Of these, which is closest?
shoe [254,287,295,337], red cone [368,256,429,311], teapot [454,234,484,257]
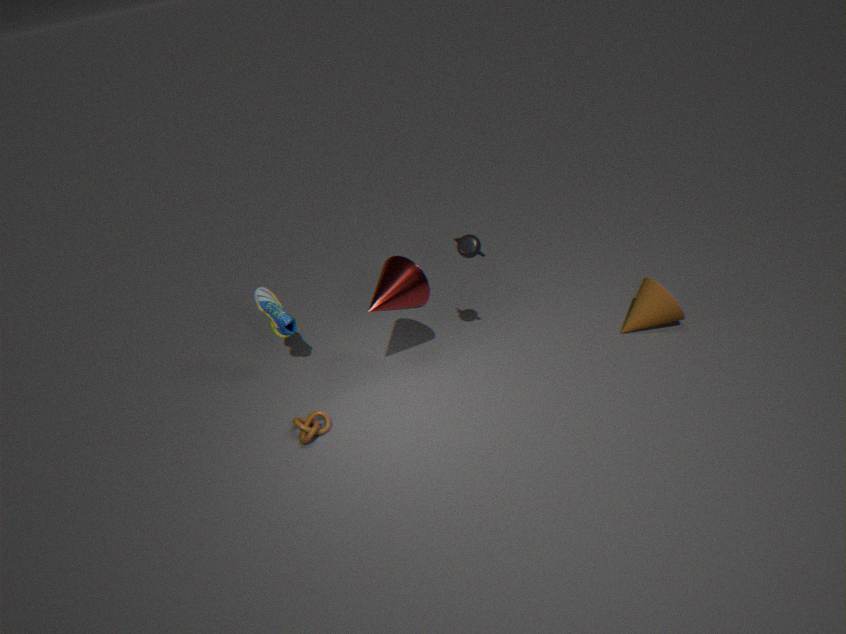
teapot [454,234,484,257]
